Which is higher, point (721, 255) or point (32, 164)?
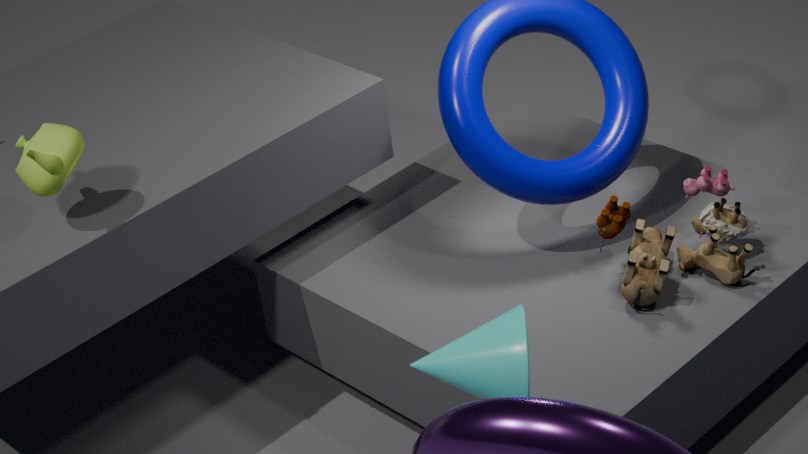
point (32, 164)
